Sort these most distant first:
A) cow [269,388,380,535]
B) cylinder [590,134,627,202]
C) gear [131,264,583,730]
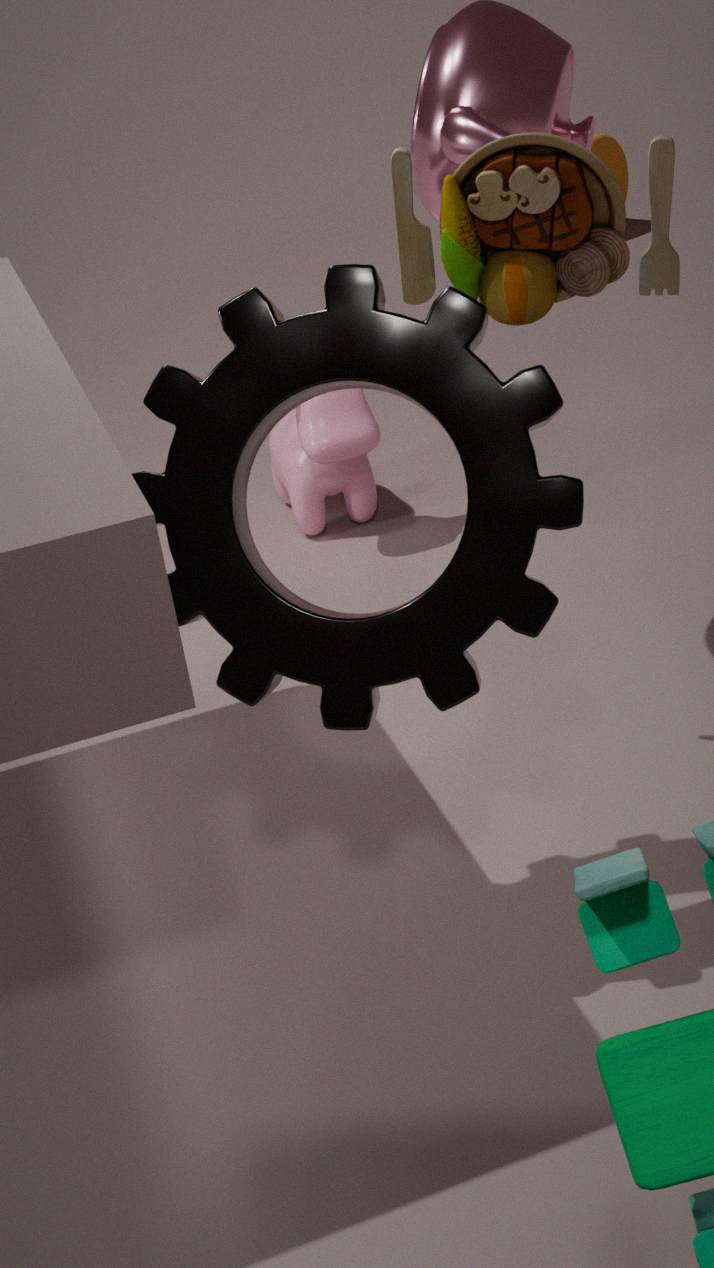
B < A < C
